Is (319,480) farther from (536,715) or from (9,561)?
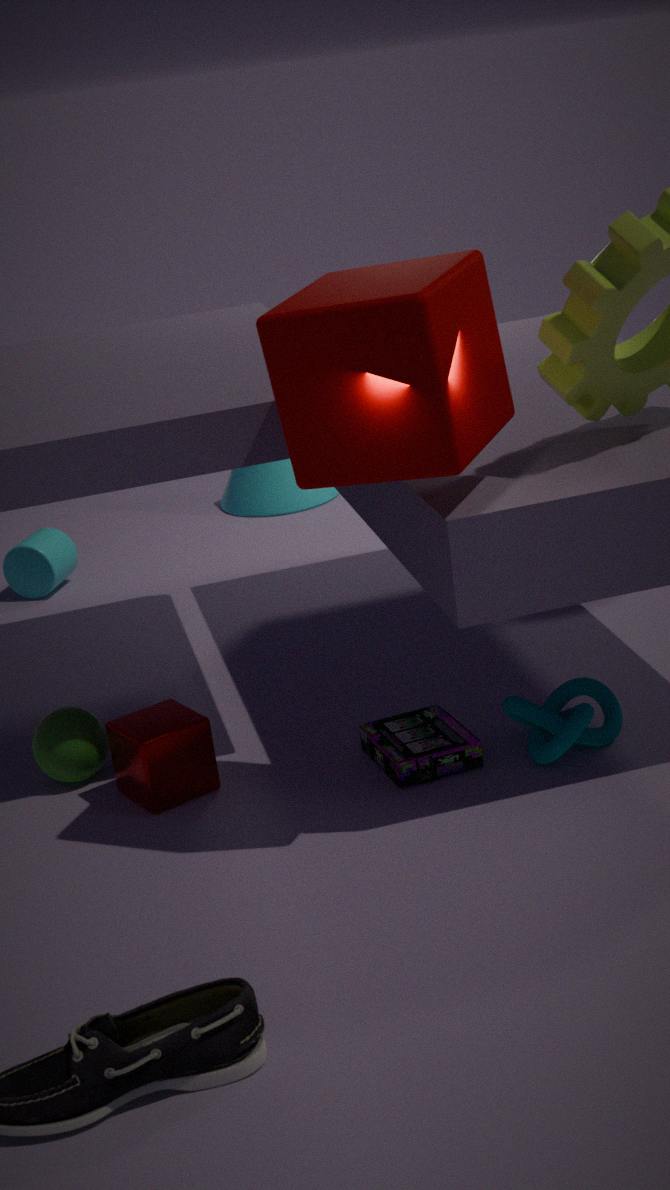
(9,561)
